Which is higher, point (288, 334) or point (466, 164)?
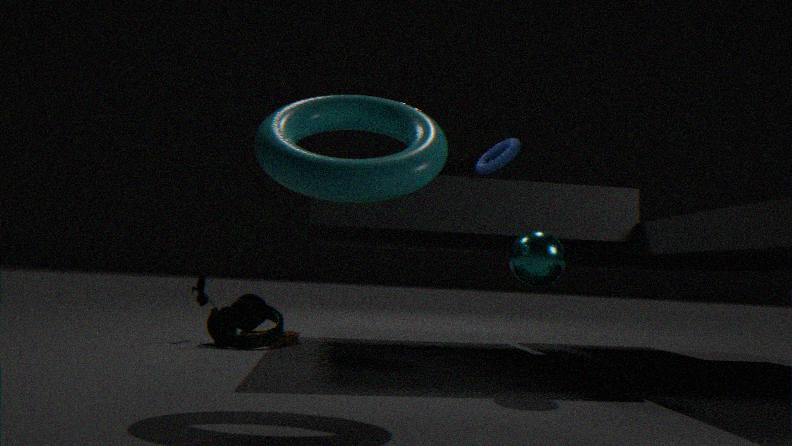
point (466, 164)
